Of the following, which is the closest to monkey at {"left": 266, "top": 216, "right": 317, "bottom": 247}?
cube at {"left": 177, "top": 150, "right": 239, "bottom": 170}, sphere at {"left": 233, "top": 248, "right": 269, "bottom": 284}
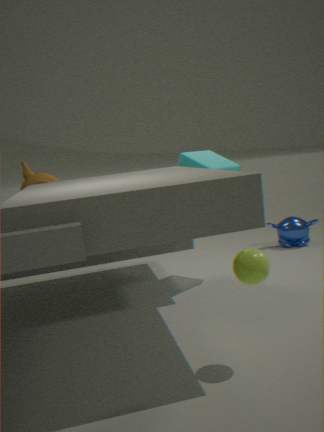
cube at {"left": 177, "top": 150, "right": 239, "bottom": 170}
